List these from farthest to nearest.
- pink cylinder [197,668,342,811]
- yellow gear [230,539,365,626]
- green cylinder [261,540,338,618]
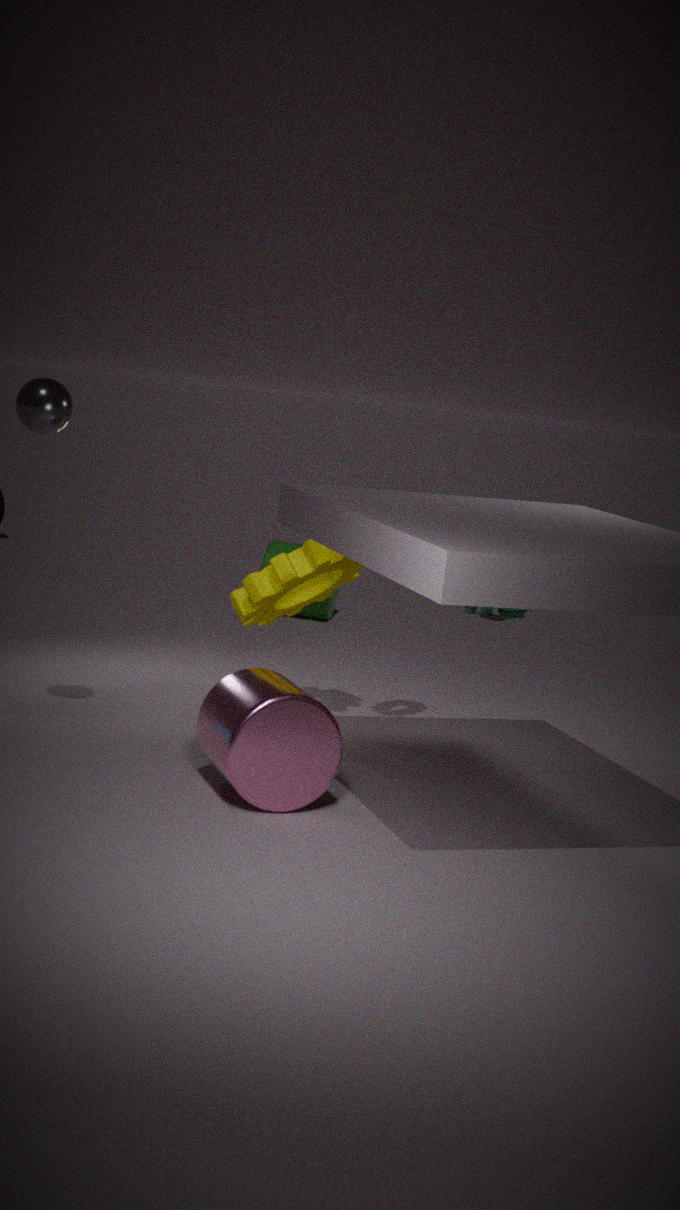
green cylinder [261,540,338,618], yellow gear [230,539,365,626], pink cylinder [197,668,342,811]
